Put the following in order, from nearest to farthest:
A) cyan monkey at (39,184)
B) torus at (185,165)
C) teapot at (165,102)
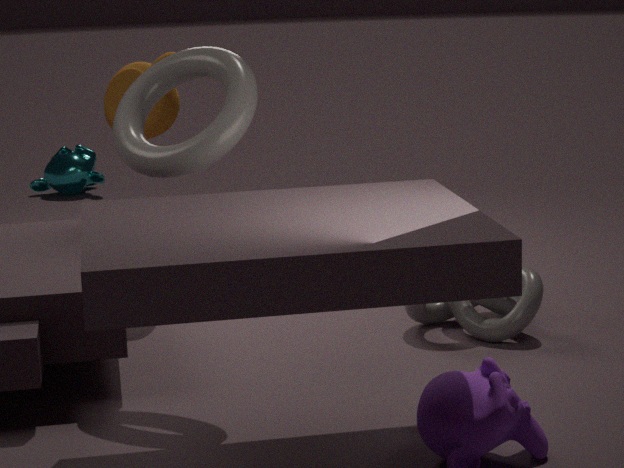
1. torus at (185,165)
2. teapot at (165,102)
3. cyan monkey at (39,184)
